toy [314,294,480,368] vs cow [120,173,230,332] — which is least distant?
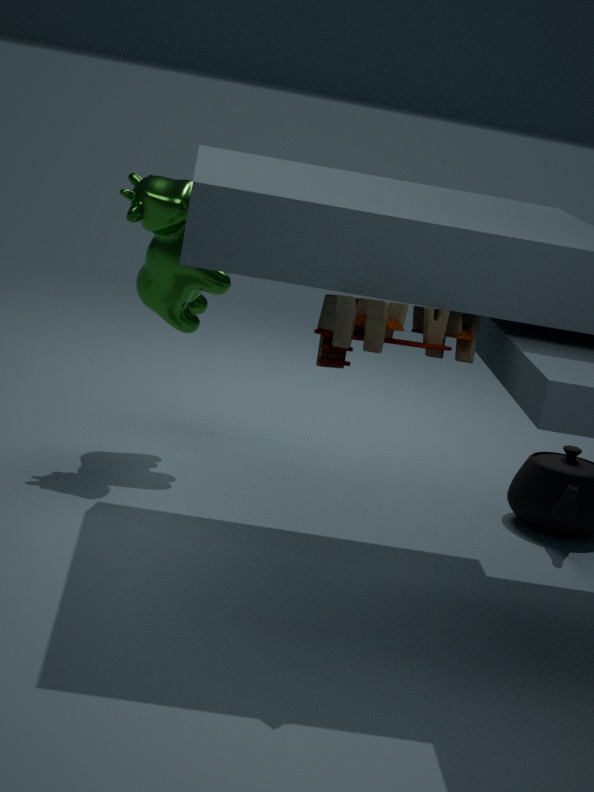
toy [314,294,480,368]
